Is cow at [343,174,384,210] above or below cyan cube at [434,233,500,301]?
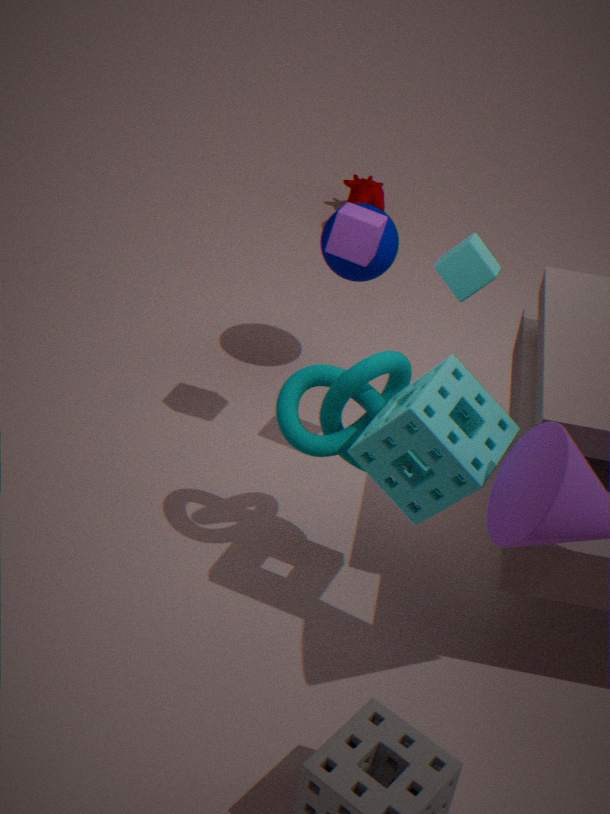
below
